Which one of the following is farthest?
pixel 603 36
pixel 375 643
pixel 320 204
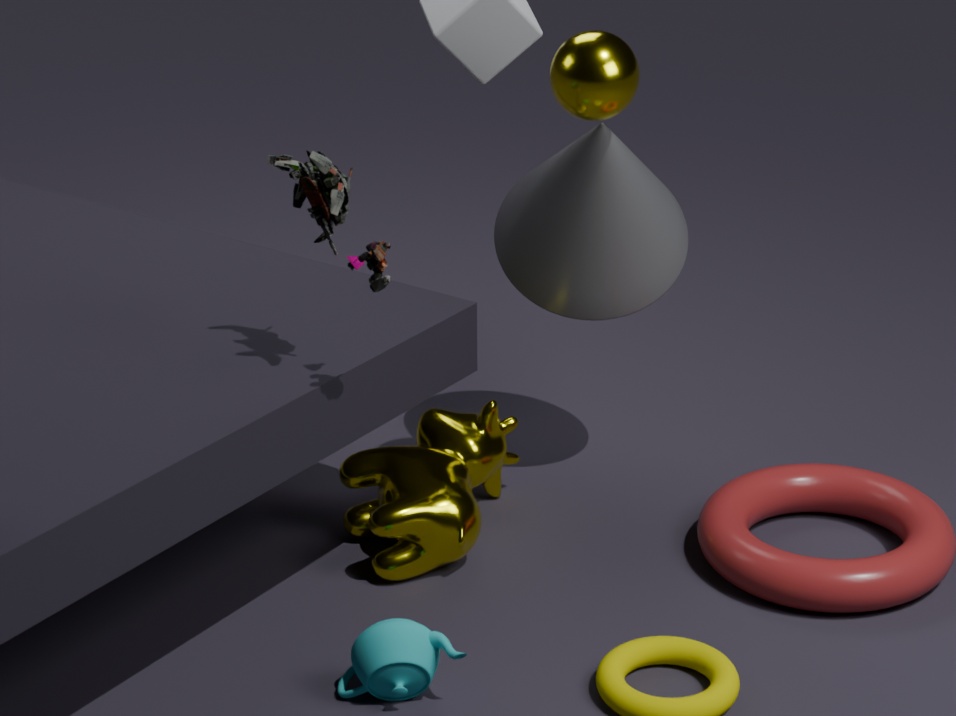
pixel 603 36
